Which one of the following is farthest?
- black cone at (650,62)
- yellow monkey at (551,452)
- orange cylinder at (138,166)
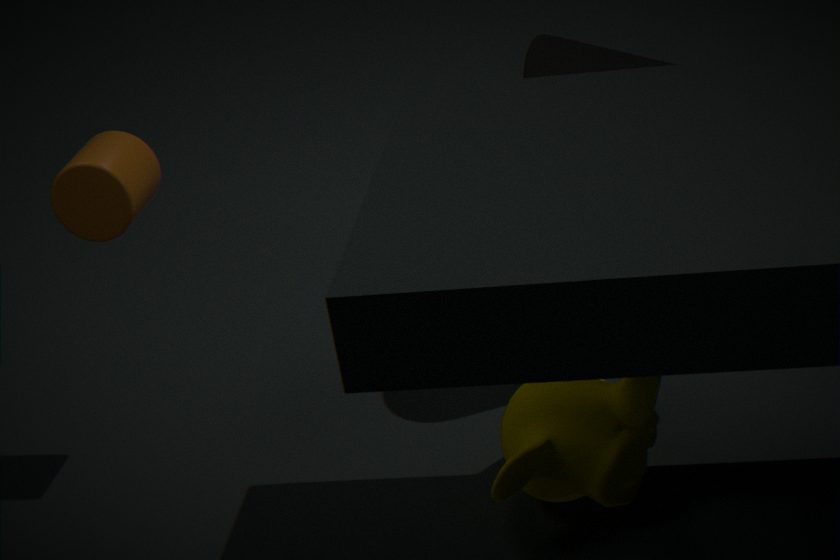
black cone at (650,62)
